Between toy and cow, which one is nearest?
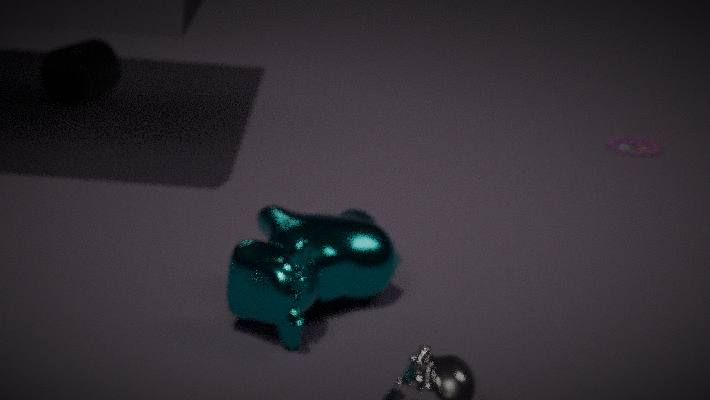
cow
